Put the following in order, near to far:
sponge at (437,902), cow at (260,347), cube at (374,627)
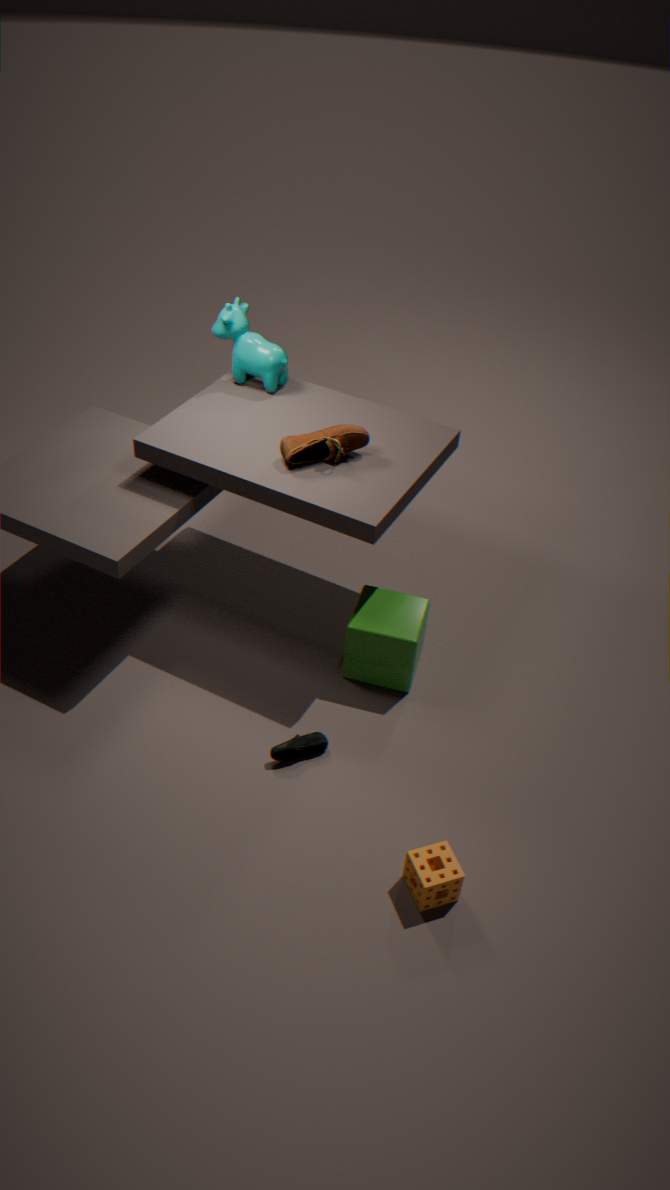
sponge at (437,902)
cube at (374,627)
cow at (260,347)
